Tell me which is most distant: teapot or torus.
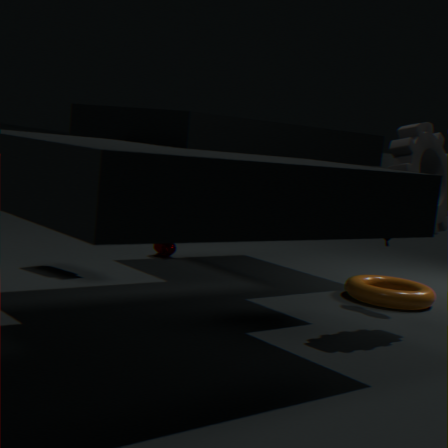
teapot
